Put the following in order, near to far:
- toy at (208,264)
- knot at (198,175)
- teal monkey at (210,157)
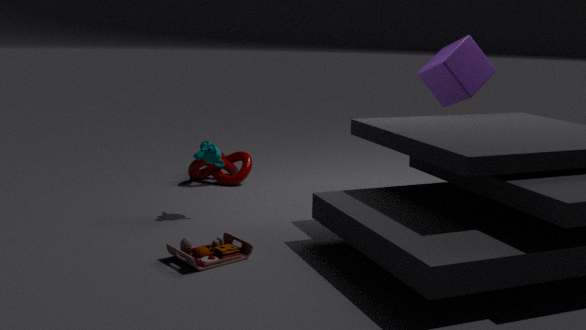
toy at (208,264), teal monkey at (210,157), knot at (198,175)
